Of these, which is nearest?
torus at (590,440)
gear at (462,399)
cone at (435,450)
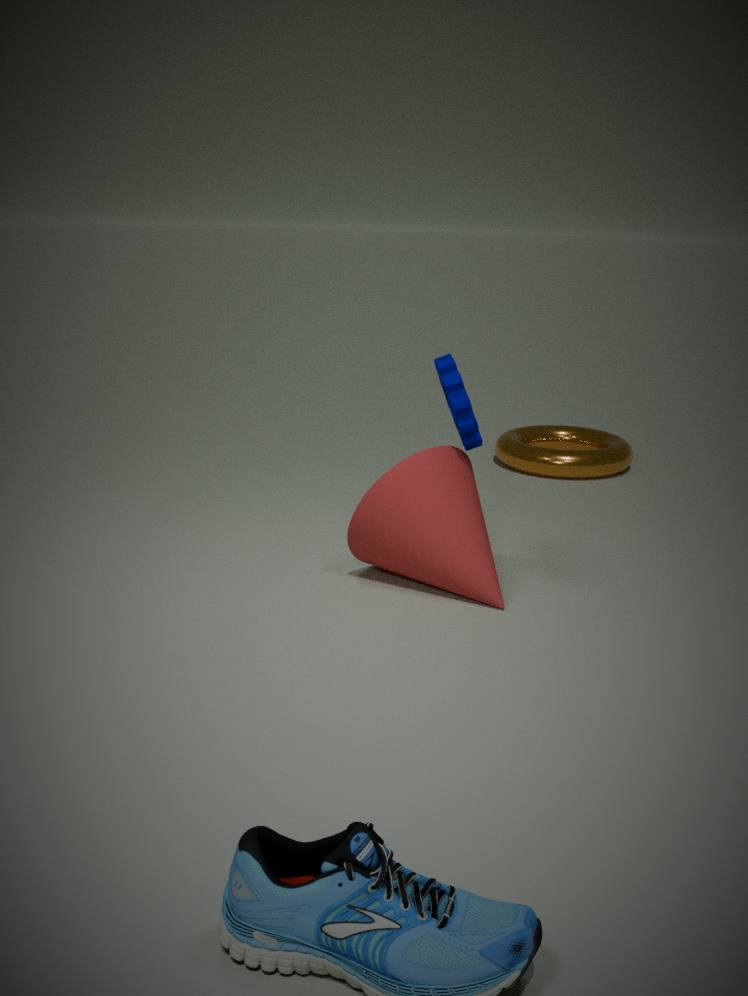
cone at (435,450)
